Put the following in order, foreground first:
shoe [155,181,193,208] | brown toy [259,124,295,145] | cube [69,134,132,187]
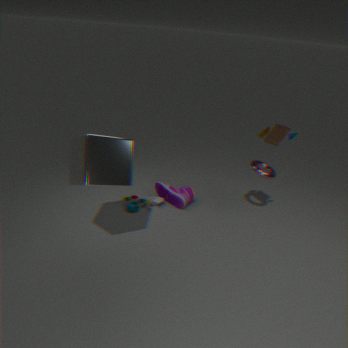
cube [69,134,132,187], brown toy [259,124,295,145], shoe [155,181,193,208]
